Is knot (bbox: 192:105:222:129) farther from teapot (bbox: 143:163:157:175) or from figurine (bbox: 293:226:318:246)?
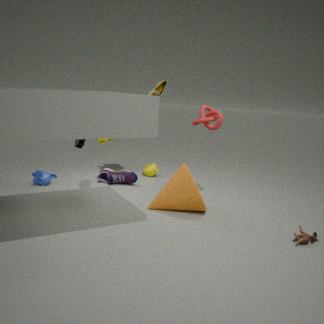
figurine (bbox: 293:226:318:246)
